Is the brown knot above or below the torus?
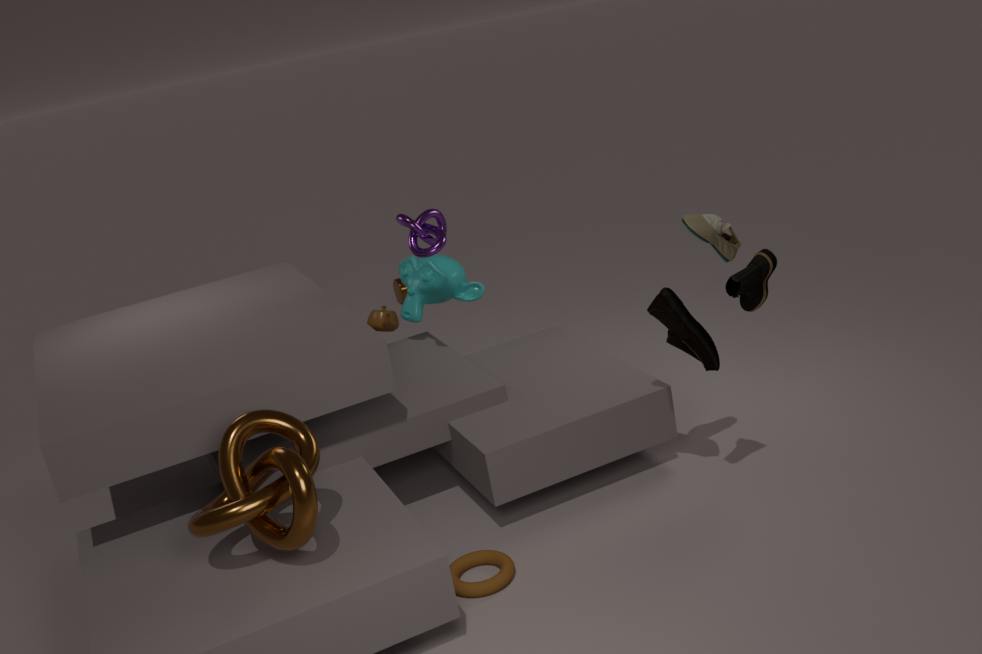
above
